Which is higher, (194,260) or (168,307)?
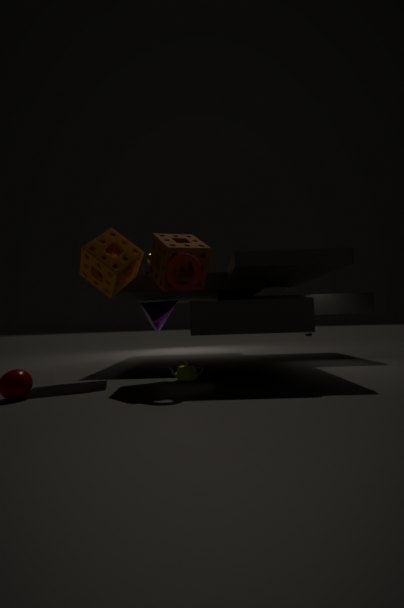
(194,260)
